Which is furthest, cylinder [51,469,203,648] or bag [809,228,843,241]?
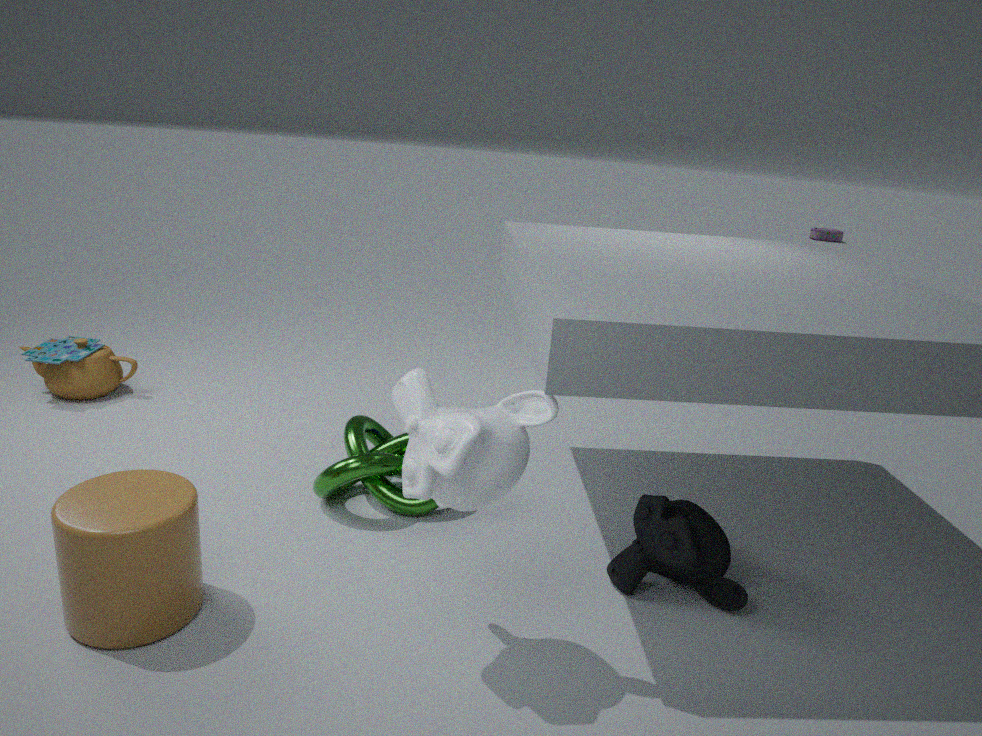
bag [809,228,843,241]
